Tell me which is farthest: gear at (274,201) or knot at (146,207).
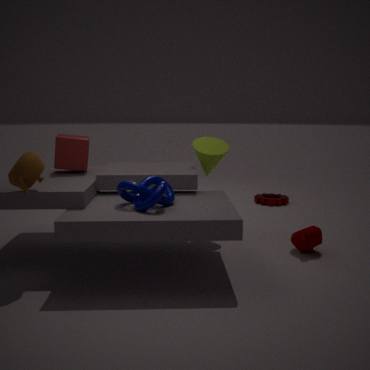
gear at (274,201)
